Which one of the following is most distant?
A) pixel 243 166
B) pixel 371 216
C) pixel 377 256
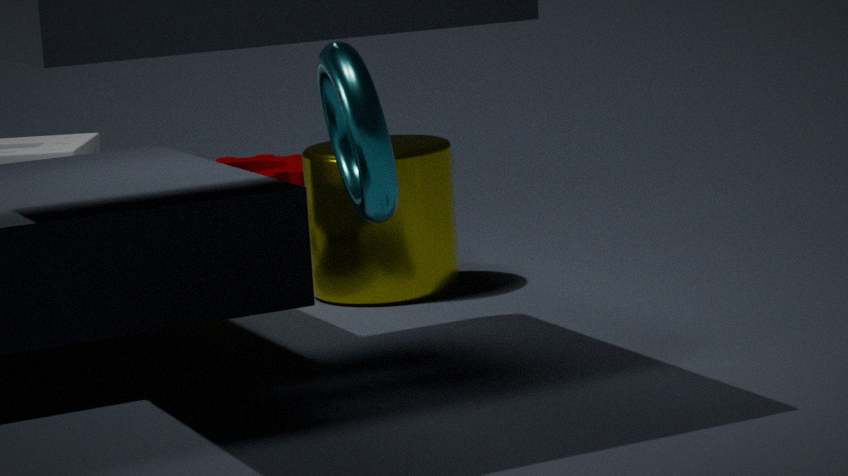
pixel 243 166
